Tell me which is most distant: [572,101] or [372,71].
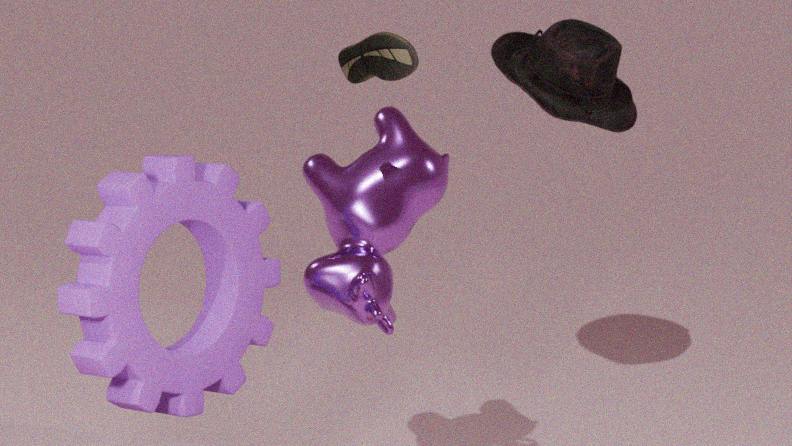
[572,101]
